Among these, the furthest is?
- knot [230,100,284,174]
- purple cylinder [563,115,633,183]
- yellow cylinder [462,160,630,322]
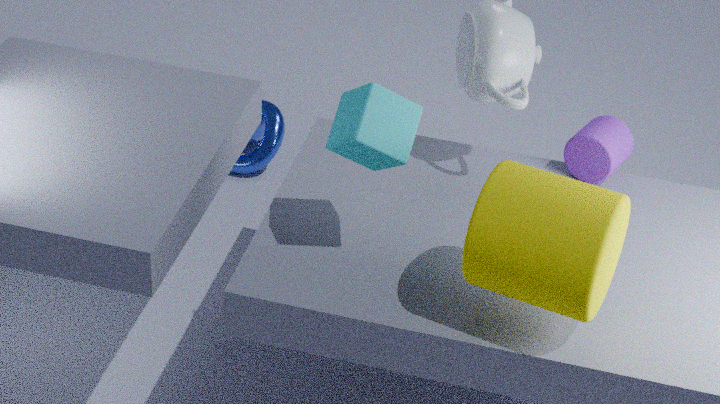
knot [230,100,284,174]
